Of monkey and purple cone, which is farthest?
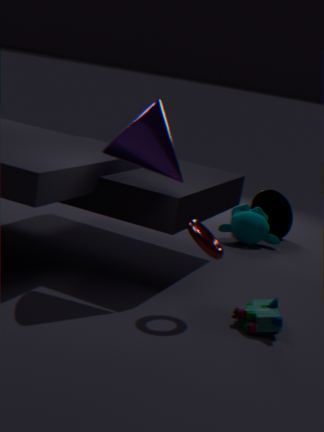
monkey
